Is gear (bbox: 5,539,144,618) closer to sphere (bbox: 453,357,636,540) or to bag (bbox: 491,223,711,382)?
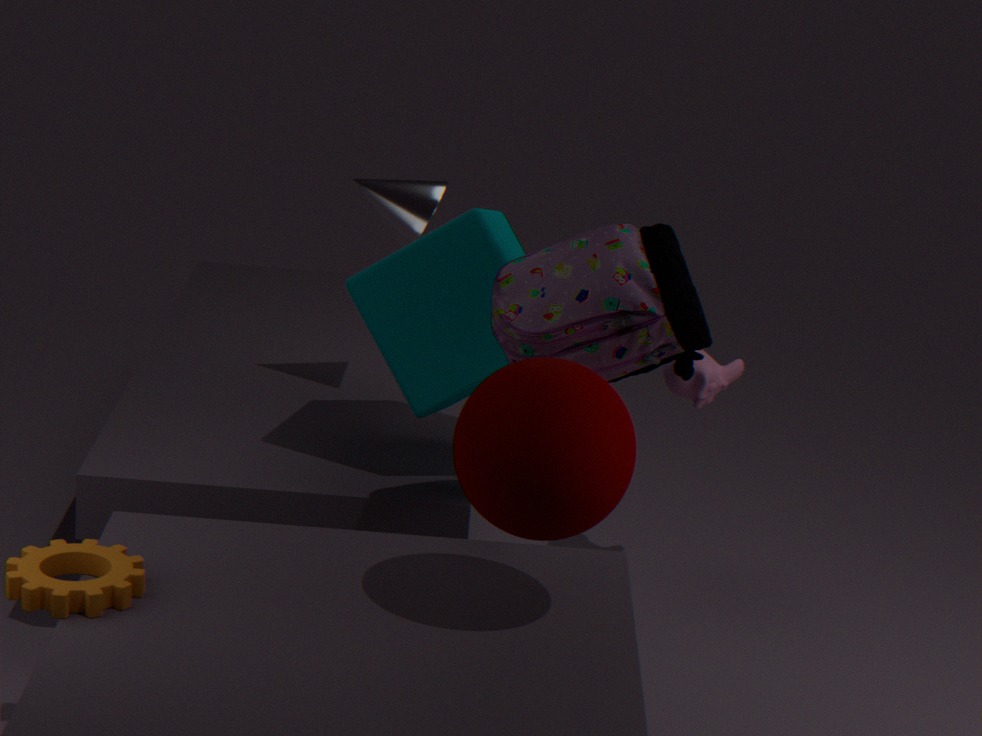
sphere (bbox: 453,357,636,540)
